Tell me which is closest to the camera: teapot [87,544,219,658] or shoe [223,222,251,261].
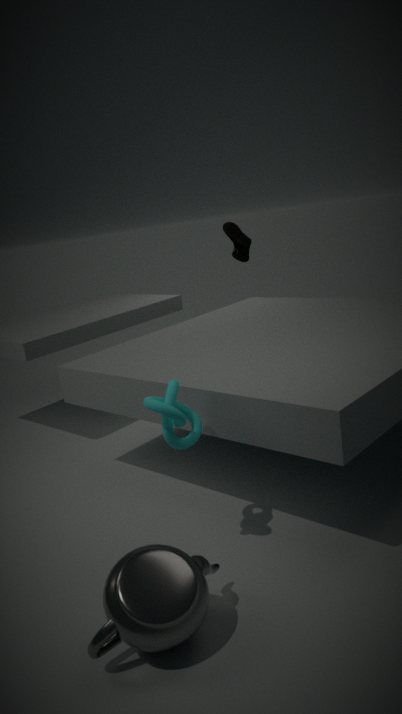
teapot [87,544,219,658]
